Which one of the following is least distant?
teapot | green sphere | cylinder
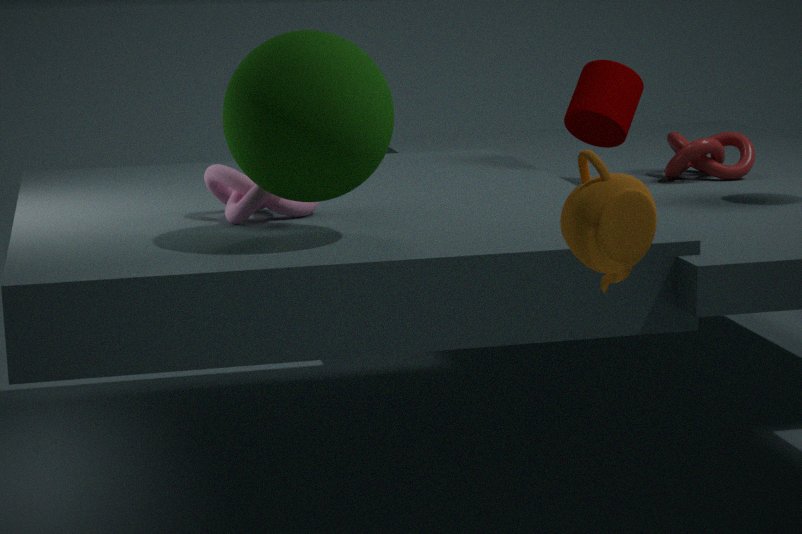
teapot
